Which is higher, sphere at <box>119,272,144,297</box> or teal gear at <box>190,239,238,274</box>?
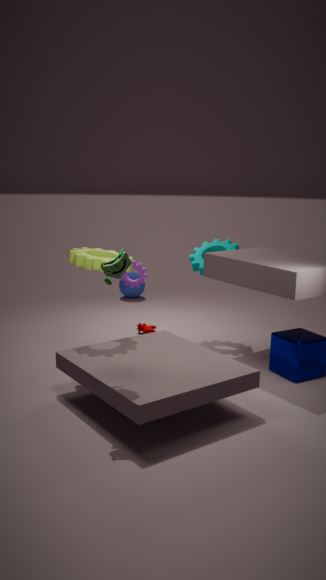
teal gear at <box>190,239,238,274</box>
